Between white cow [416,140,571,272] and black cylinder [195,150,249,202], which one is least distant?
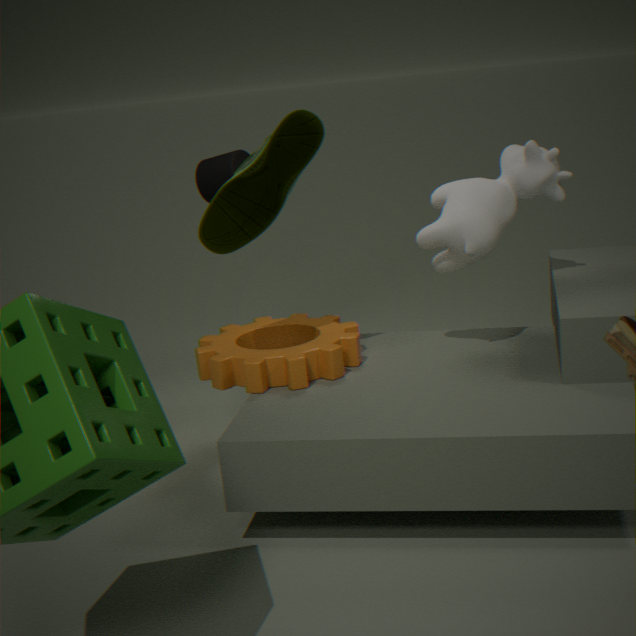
white cow [416,140,571,272]
